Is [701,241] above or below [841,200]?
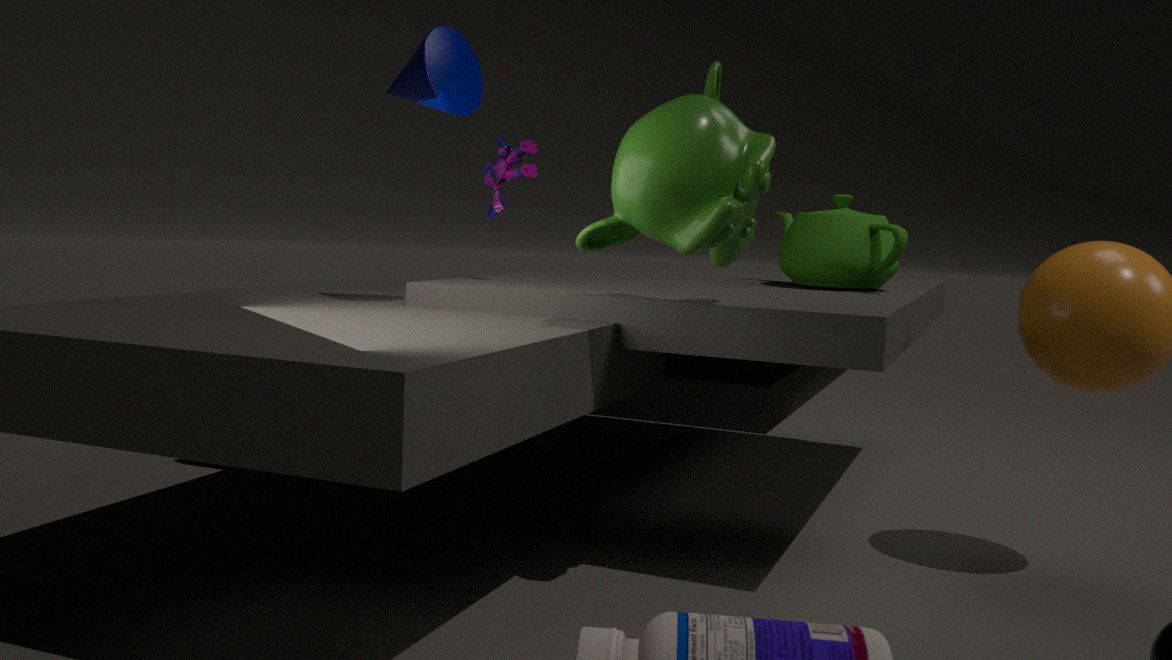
above
